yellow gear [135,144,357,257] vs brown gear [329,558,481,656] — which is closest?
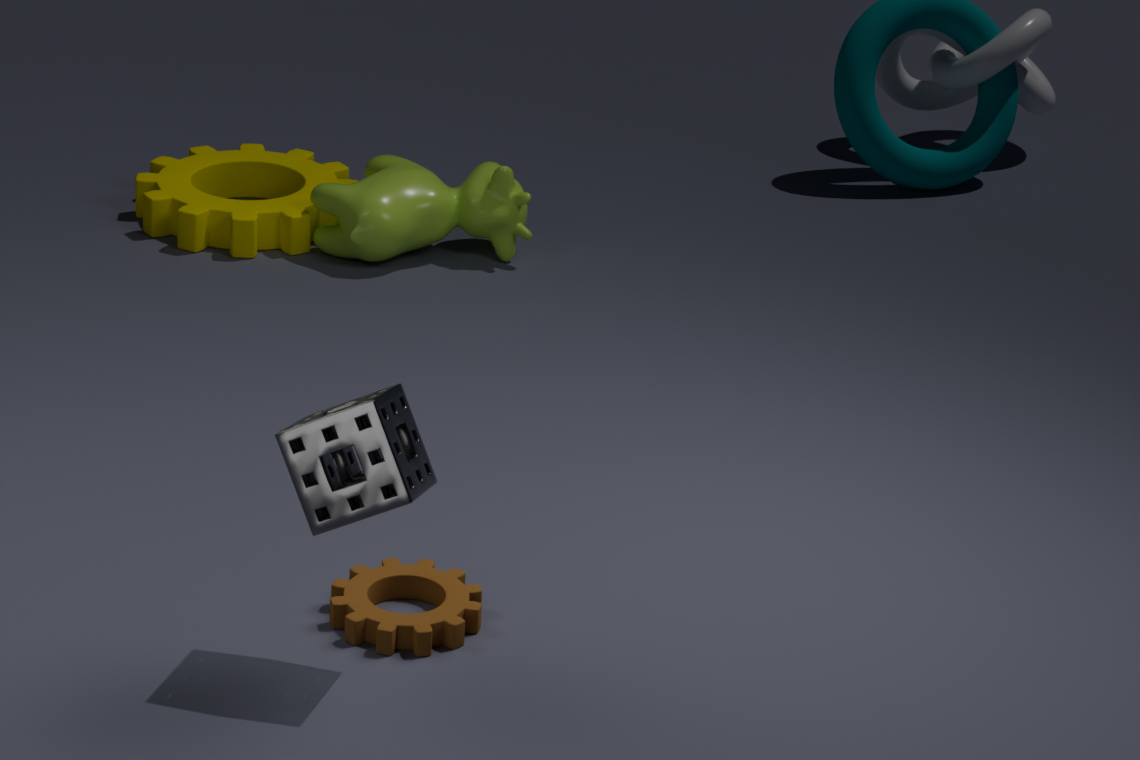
brown gear [329,558,481,656]
